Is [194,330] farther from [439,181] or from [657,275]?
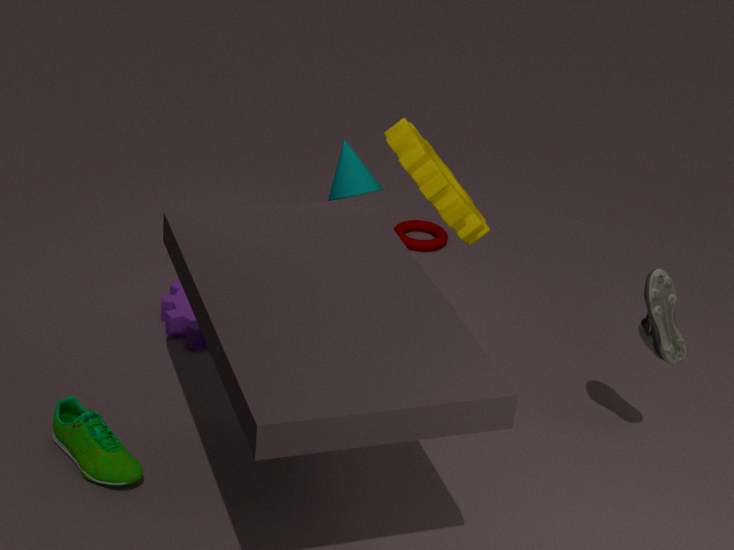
[657,275]
